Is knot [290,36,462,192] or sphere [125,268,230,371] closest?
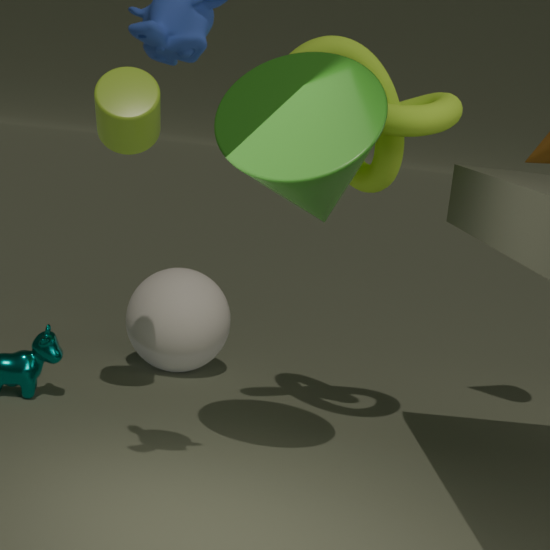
knot [290,36,462,192]
